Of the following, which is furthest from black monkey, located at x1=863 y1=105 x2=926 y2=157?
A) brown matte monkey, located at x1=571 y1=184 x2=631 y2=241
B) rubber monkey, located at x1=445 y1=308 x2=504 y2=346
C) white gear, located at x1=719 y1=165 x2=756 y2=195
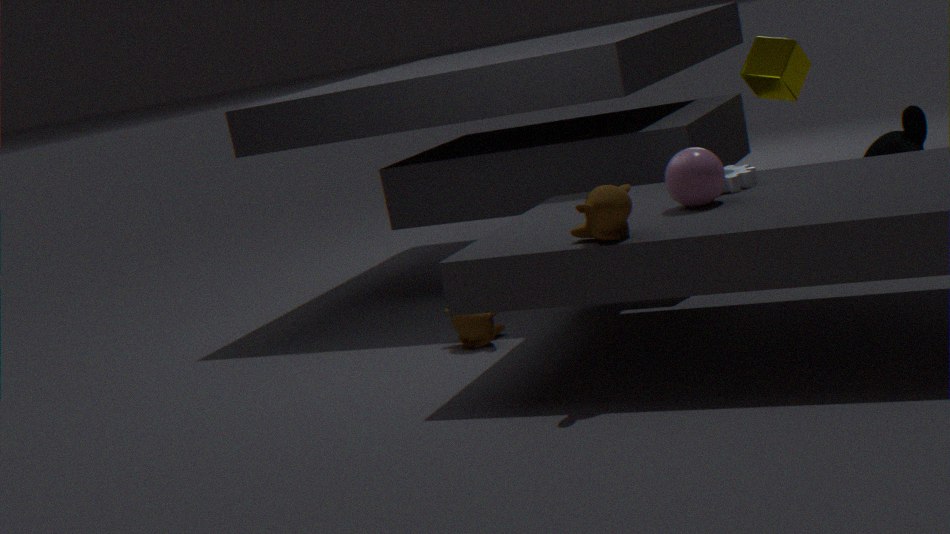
brown matte monkey, located at x1=571 y1=184 x2=631 y2=241
